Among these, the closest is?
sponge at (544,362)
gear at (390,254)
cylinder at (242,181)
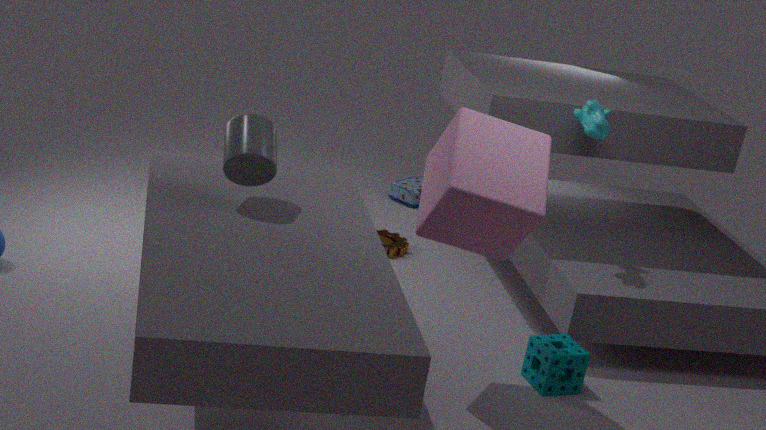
cylinder at (242,181)
